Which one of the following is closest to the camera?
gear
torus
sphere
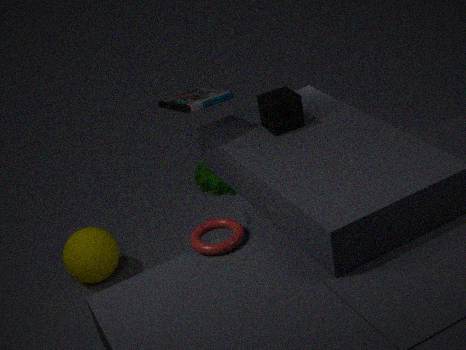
torus
